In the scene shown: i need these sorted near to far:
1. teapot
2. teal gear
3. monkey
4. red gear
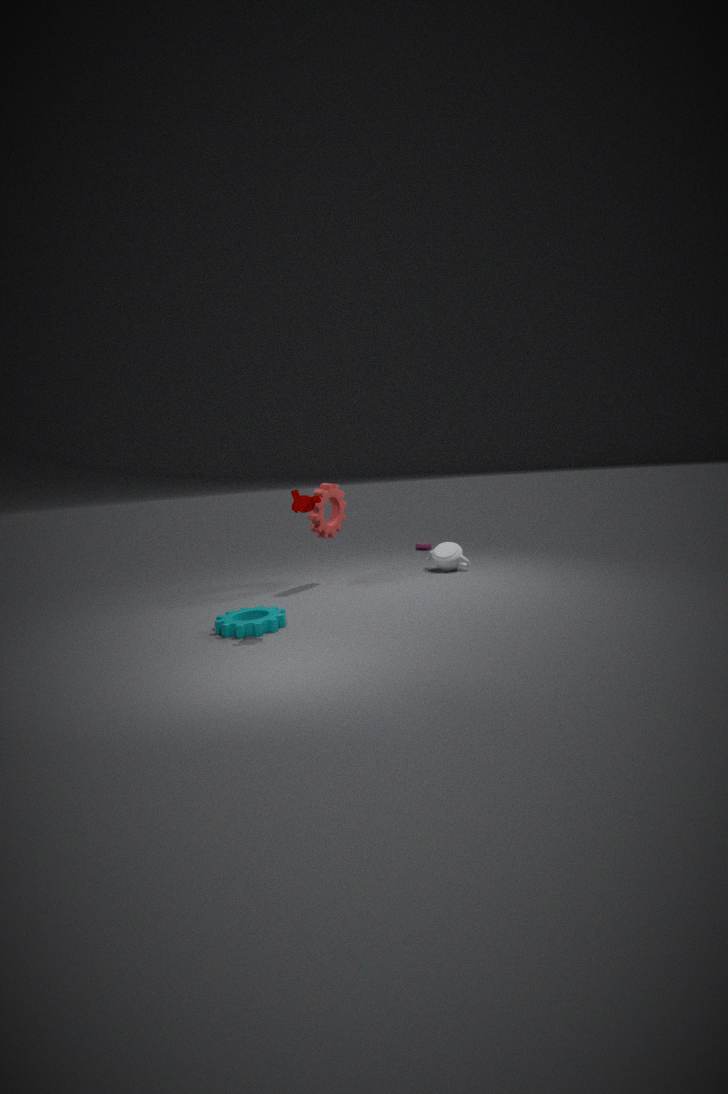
1. monkey
2. teal gear
3. red gear
4. teapot
